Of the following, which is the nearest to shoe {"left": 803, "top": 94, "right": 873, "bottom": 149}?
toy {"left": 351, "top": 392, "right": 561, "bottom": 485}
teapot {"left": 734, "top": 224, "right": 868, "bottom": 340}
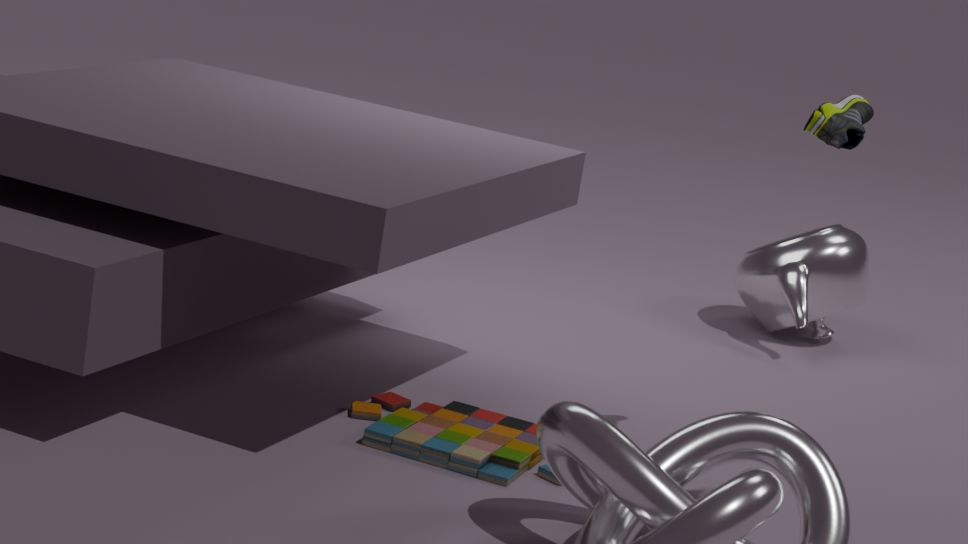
toy {"left": 351, "top": 392, "right": 561, "bottom": 485}
